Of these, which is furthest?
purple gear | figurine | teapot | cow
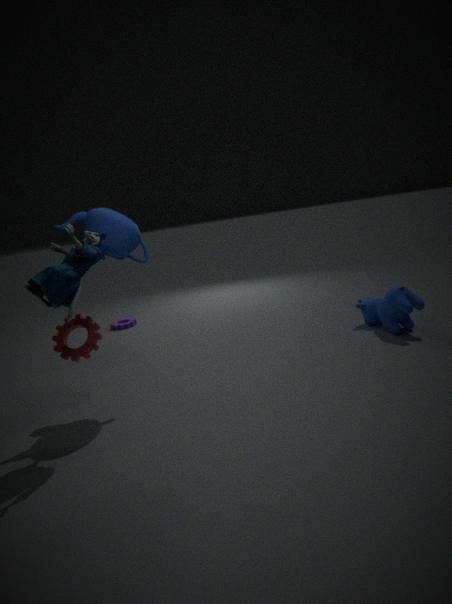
purple gear
